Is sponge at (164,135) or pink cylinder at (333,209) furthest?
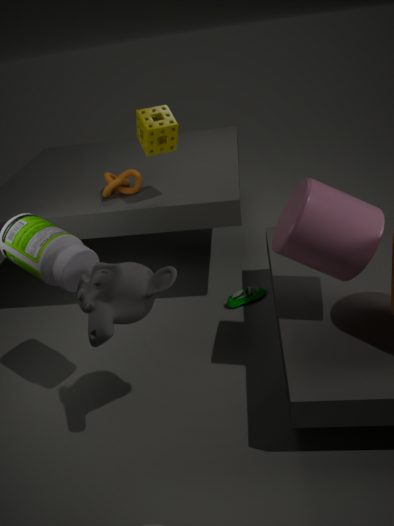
sponge at (164,135)
